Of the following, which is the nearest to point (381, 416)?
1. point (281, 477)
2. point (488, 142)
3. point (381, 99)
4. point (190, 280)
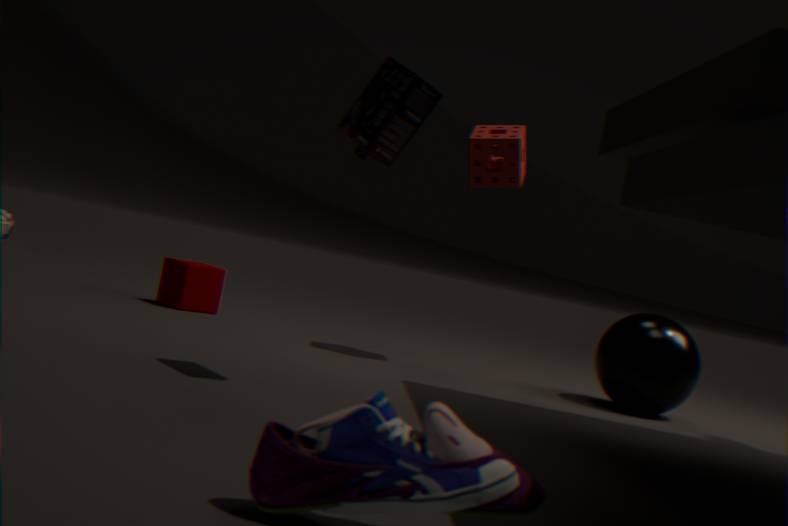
point (281, 477)
